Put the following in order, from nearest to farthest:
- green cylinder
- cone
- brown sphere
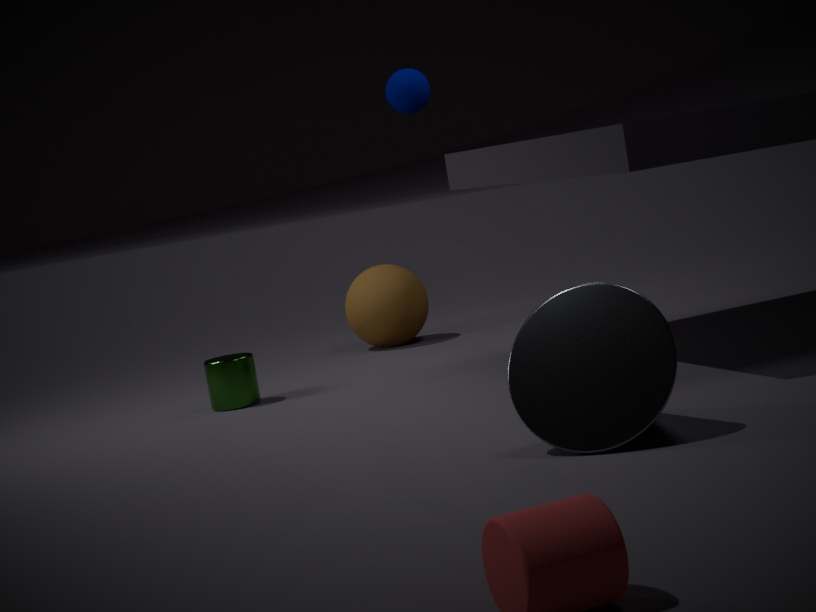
cone, green cylinder, brown sphere
